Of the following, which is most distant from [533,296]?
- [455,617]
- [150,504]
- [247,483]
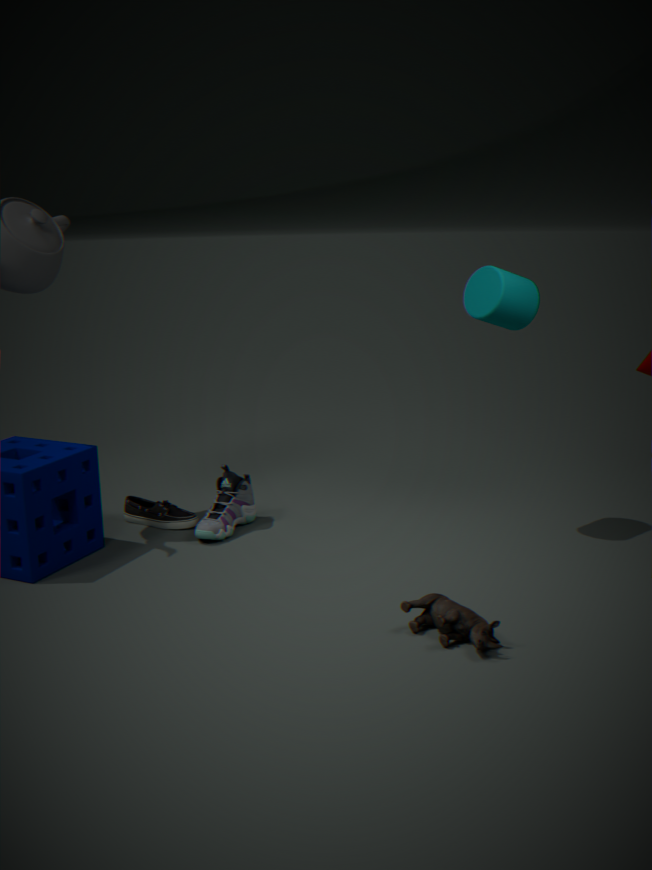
[150,504]
